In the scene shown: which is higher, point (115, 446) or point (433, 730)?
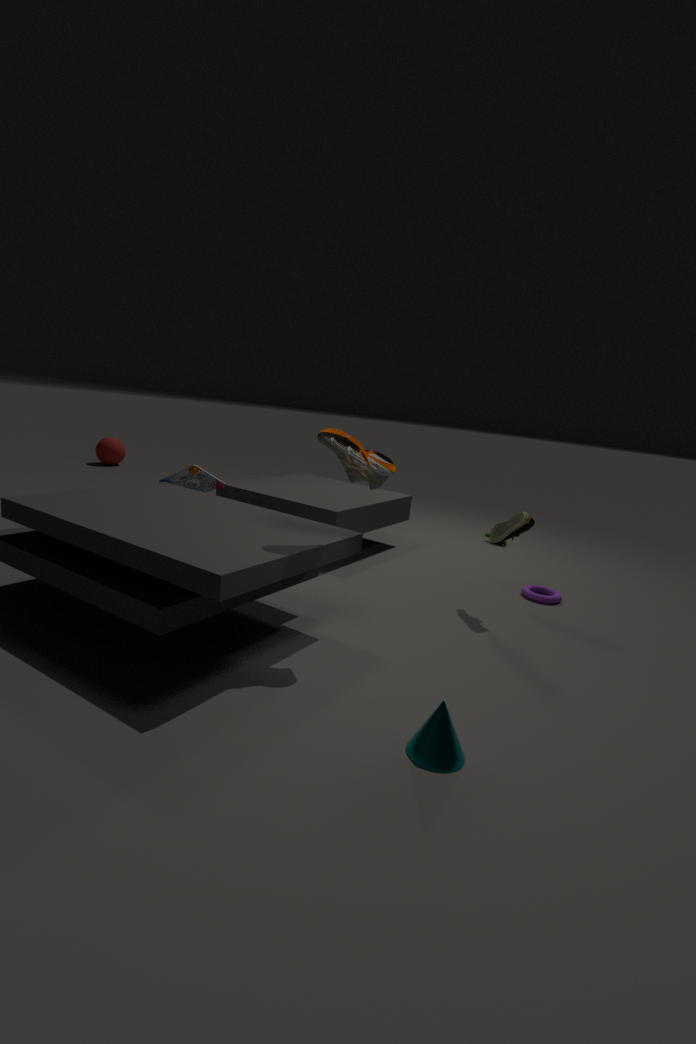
point (115, 446)
